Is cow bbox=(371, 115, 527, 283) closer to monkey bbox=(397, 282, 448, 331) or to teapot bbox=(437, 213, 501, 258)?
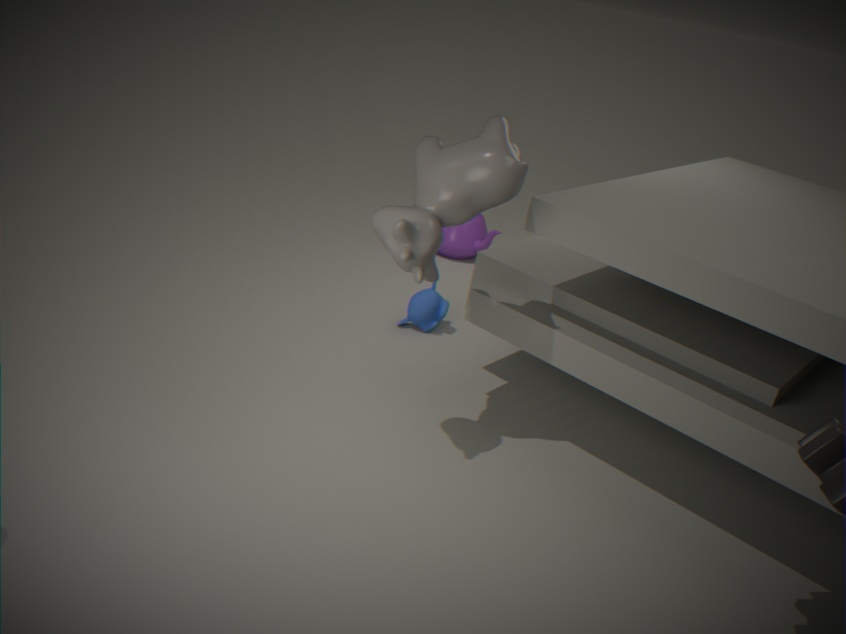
monkey bbox=(397, 282, 448, 331)
